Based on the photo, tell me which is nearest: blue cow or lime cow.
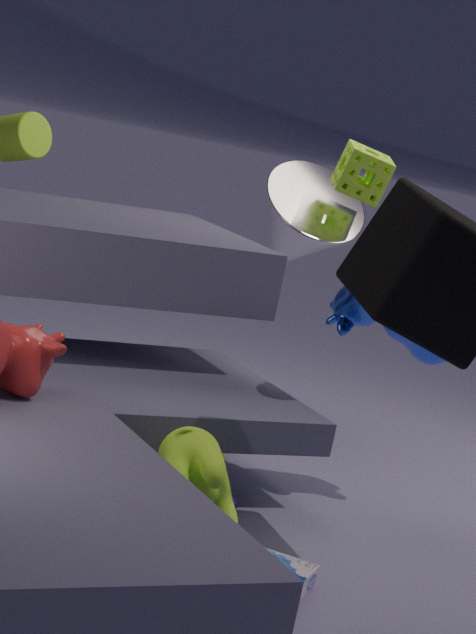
lime cow
